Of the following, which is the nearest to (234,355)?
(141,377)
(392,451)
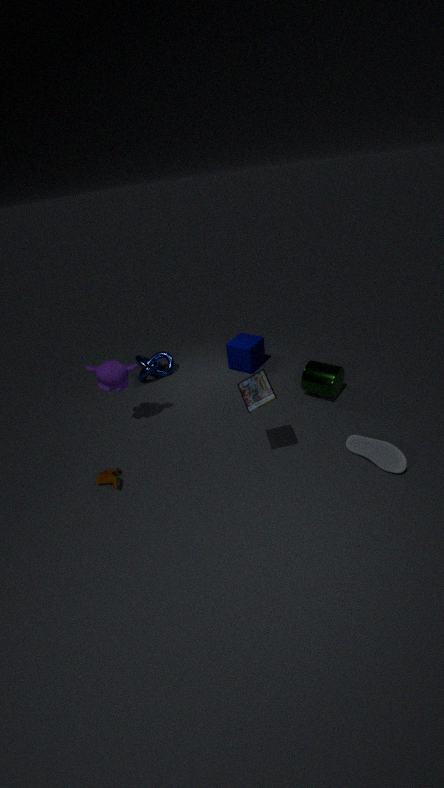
(141,377)
